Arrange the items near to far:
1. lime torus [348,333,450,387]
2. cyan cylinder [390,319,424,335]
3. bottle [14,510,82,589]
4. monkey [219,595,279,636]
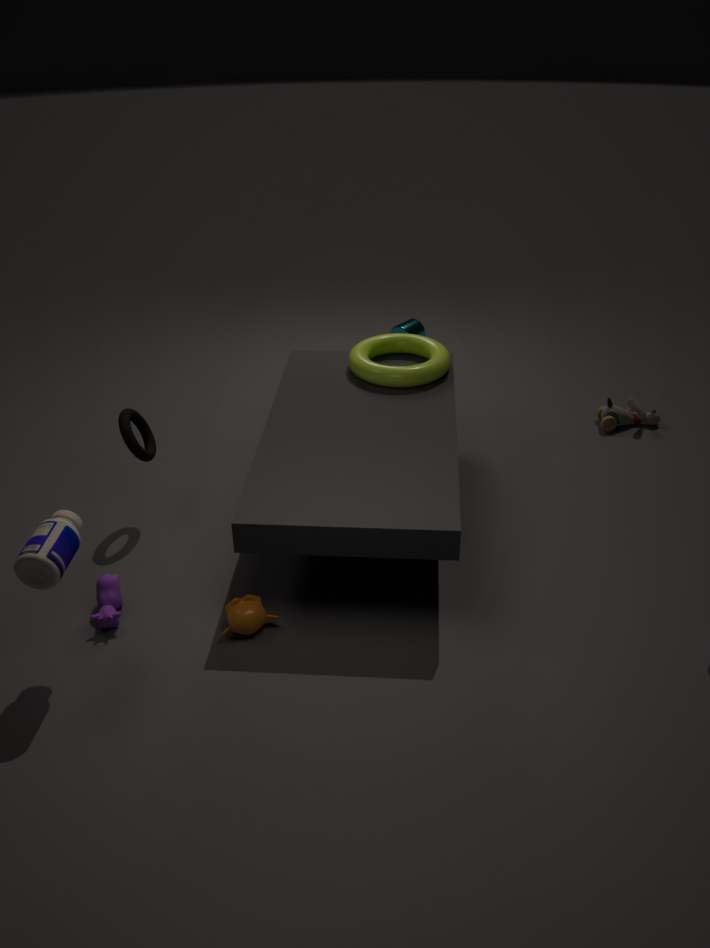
bottle [14,510,82,589]
monkey [219,595,279,636]
lime torus [348,333,450,387]
cyan cylinder [390,319,424,335]
